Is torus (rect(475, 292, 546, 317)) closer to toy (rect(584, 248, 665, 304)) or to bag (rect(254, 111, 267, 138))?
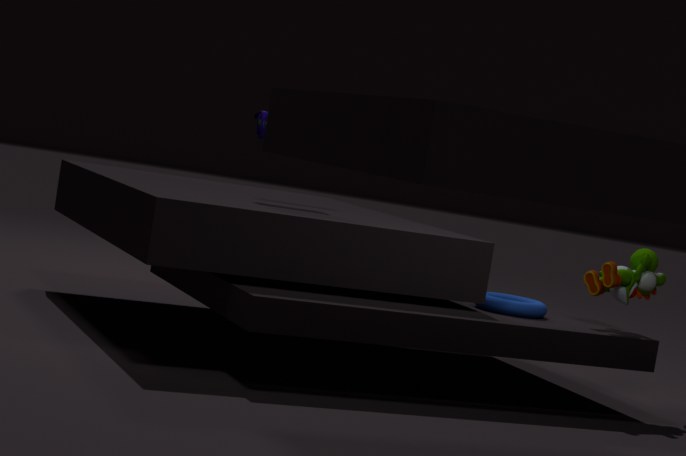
toy (rect(584, 248, 665, 304))
